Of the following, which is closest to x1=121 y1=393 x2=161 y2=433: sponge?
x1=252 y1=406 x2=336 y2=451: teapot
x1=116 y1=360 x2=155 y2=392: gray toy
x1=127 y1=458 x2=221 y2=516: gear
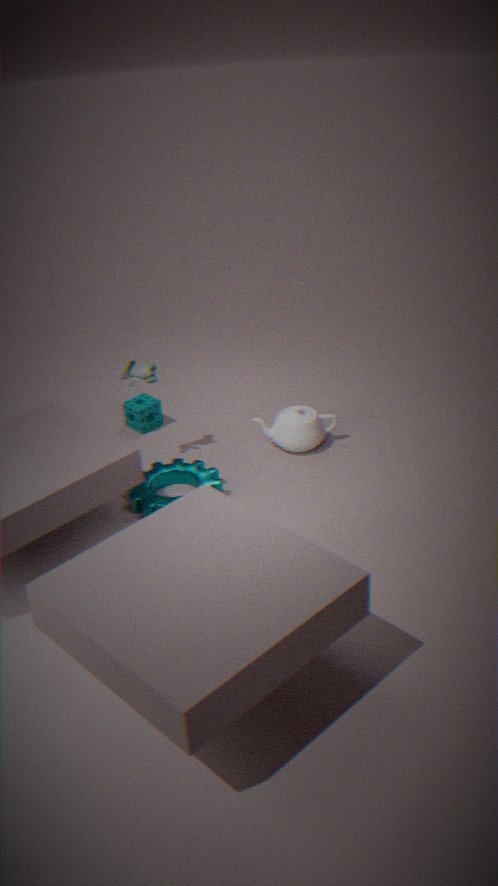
x1=116 y1=360 x2=155 y2=392: gray toy
